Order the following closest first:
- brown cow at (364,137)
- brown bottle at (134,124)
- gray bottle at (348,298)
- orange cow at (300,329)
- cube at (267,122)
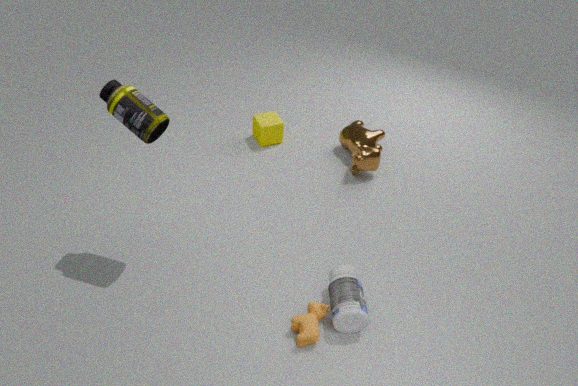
brown bottle at (134,124) → orange cow at (300,329) → gray bottle at (348,298) → brown cow at (364,137) → cube at (267,122)
